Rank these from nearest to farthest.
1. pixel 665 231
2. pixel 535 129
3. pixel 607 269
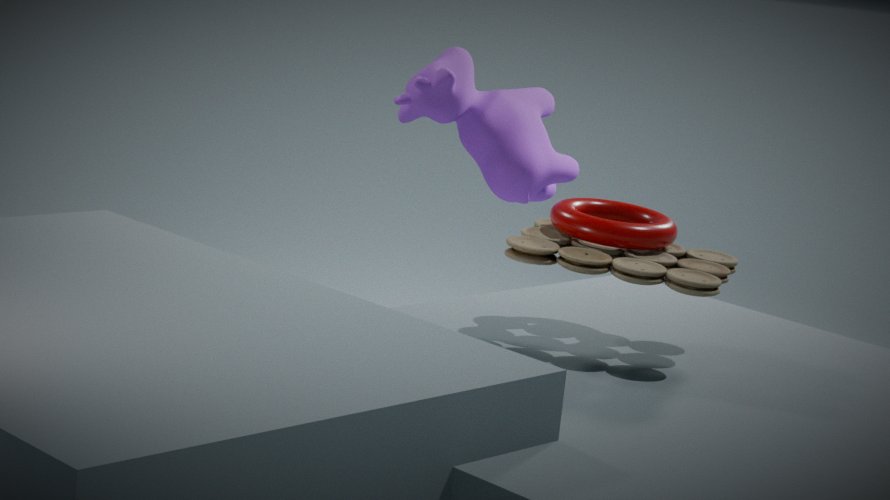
pixel 607 269 < pixel 665 231 < pixel 535 129
